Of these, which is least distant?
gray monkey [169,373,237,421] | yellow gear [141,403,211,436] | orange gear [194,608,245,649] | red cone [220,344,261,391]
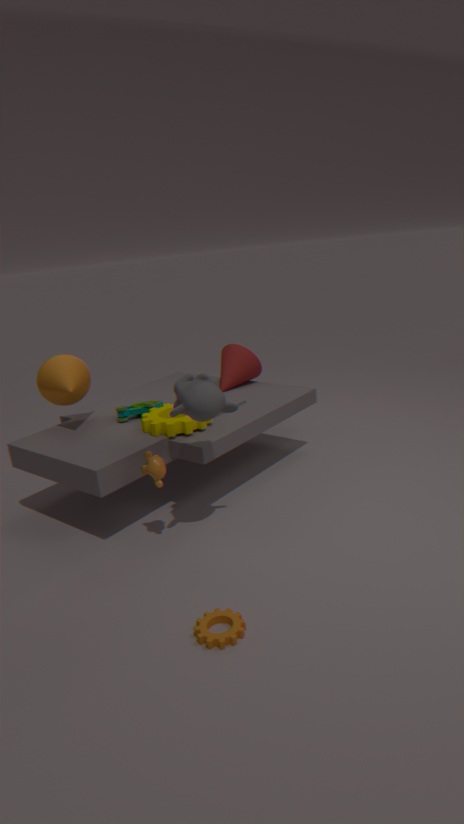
orange gear [194,608,245,649]
